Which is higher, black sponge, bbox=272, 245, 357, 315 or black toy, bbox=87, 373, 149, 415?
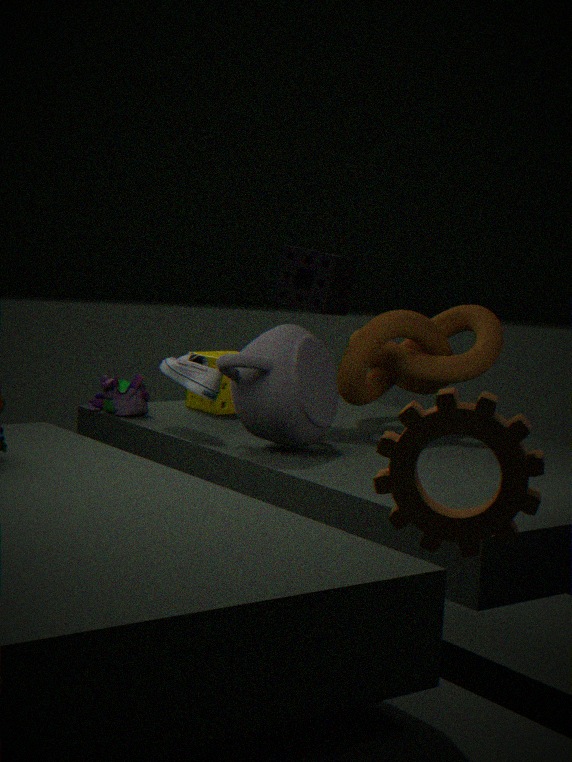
black sponge, bbox=272, 245, 357, 315
